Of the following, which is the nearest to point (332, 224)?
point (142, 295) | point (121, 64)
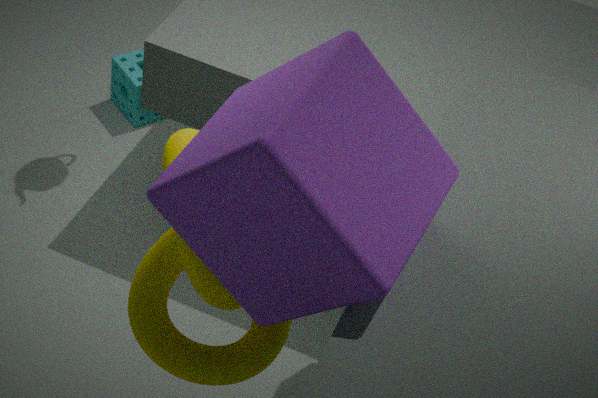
point (142, 295)
